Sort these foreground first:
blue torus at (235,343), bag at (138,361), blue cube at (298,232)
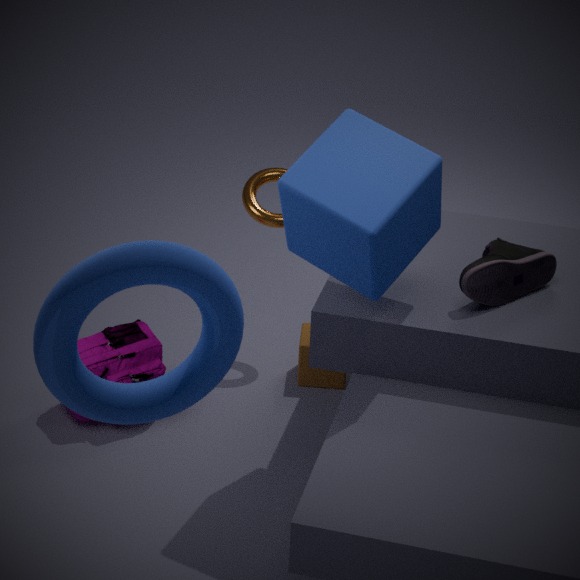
blue torus at (235,343)
blue cube at (298,232)
bag at (138,361)
